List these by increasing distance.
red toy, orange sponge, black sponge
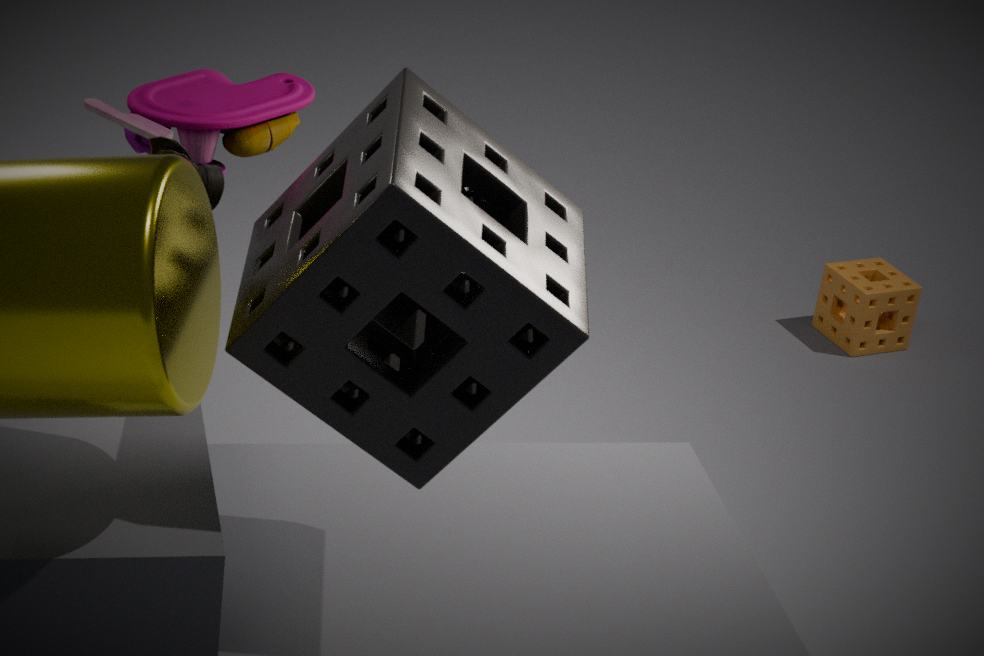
black sponge → red toy → orange sponge
